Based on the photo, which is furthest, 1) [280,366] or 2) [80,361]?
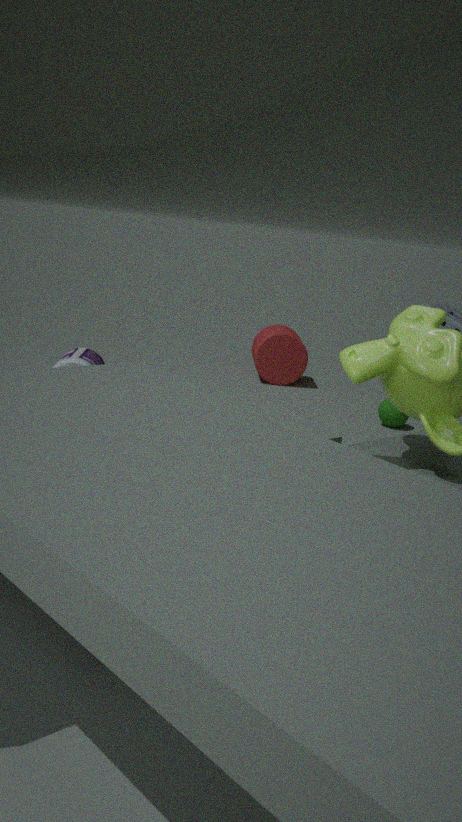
1. [280,366]
